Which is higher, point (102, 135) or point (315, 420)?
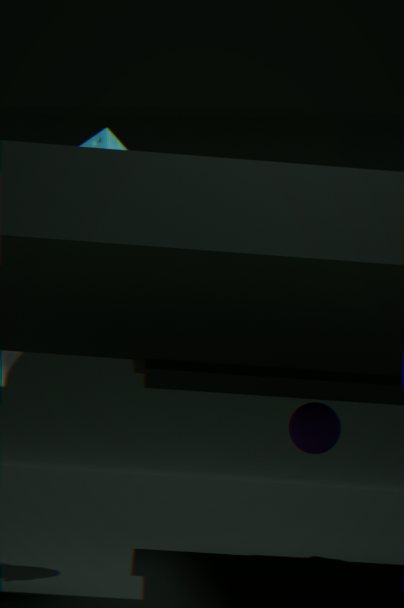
point (102, 135)
